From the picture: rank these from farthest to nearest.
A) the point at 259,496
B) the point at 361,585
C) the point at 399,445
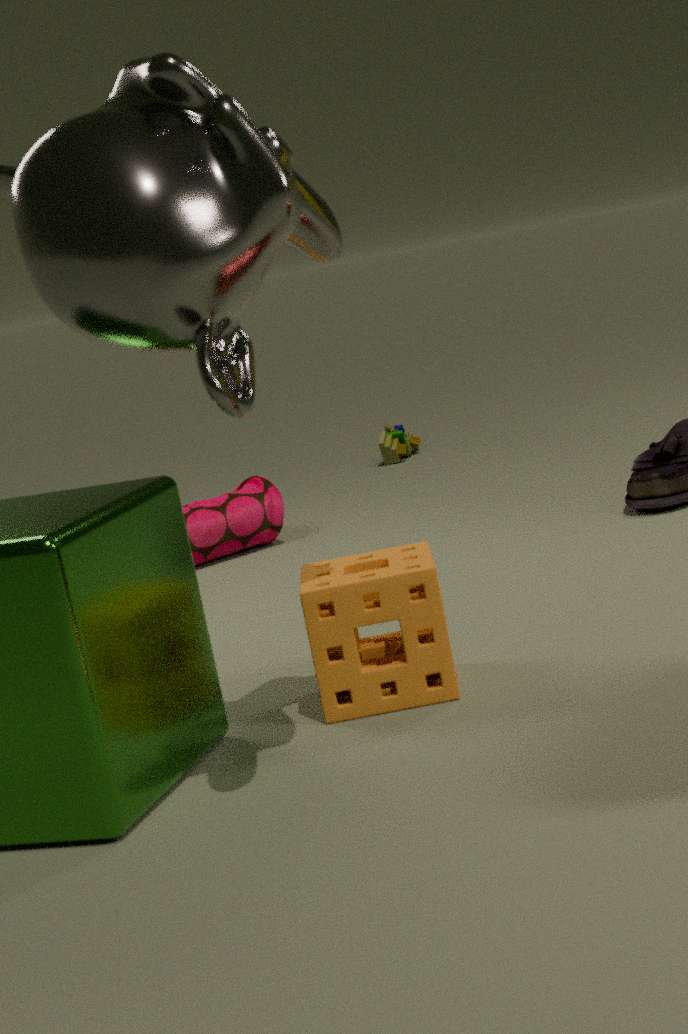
the point at 399,445
the point at 259,496
the point at 361,585
